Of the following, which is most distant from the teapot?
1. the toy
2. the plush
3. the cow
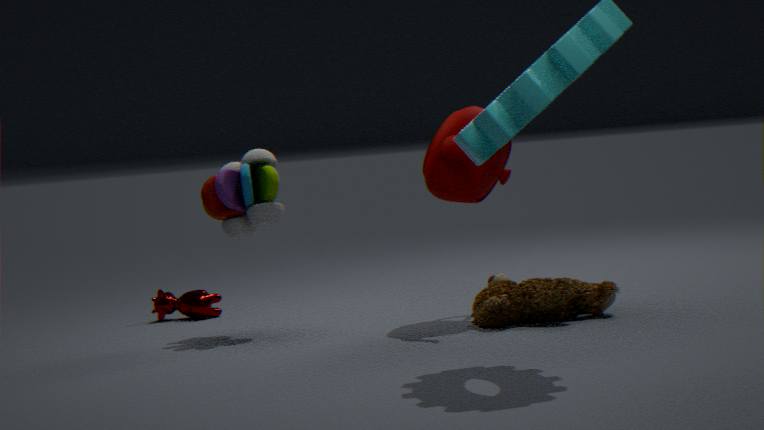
the cow
